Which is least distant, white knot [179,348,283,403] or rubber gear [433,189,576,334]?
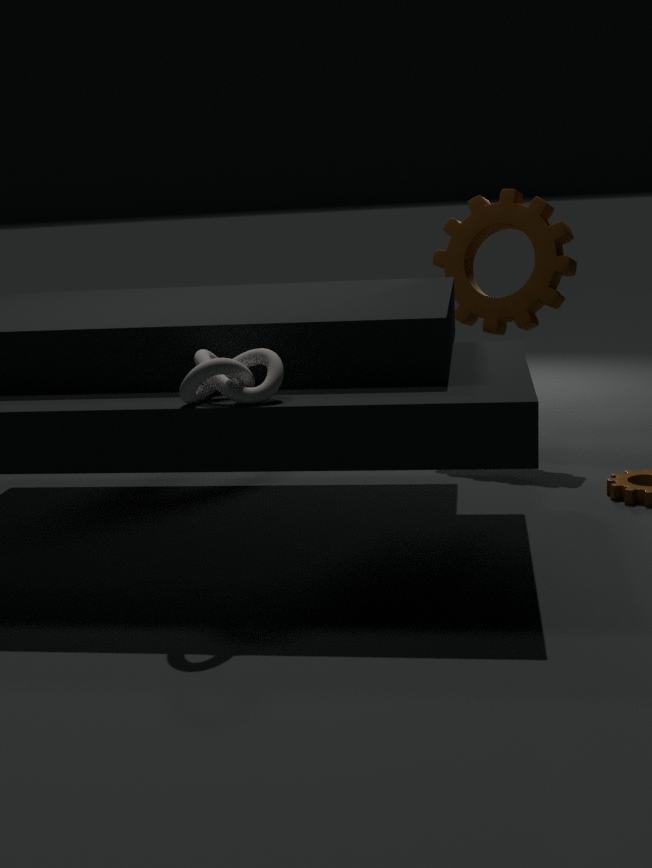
white knot [179,348,283,403]
